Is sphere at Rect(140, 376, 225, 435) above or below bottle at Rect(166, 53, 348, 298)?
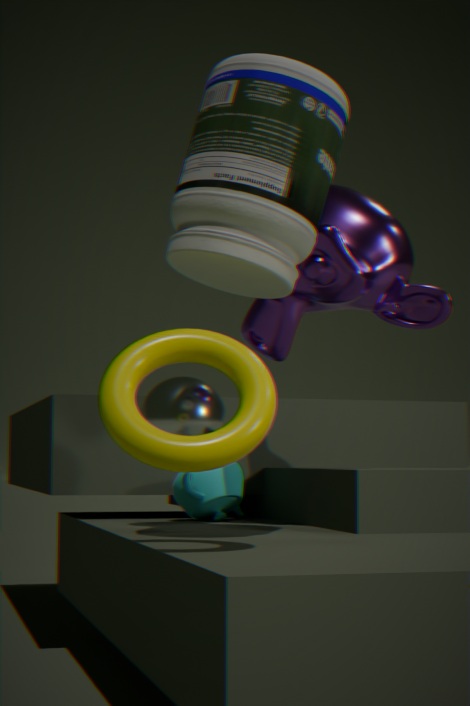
below
